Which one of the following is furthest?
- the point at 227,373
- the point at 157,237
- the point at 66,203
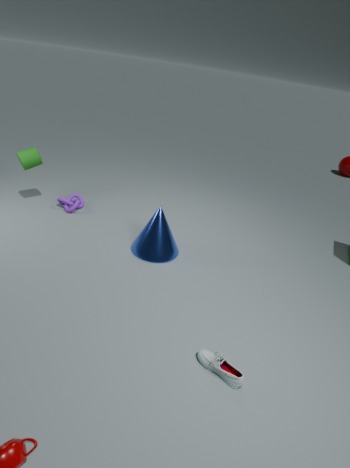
the point at 66,203
